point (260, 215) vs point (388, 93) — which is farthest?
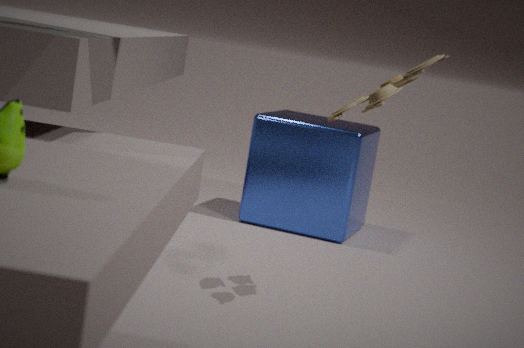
point (260, 215)
